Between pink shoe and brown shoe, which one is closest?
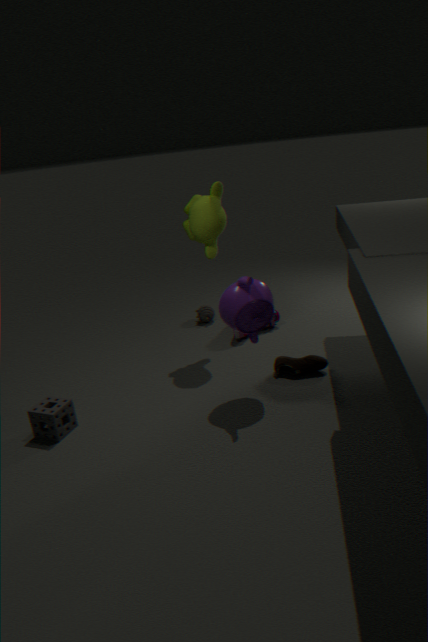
brown shoe
